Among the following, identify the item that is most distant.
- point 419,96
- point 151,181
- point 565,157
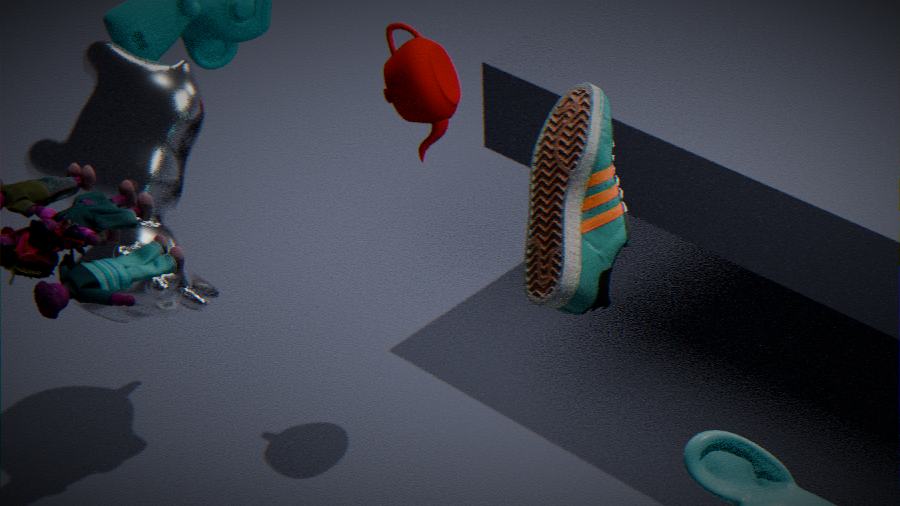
point 419,96
